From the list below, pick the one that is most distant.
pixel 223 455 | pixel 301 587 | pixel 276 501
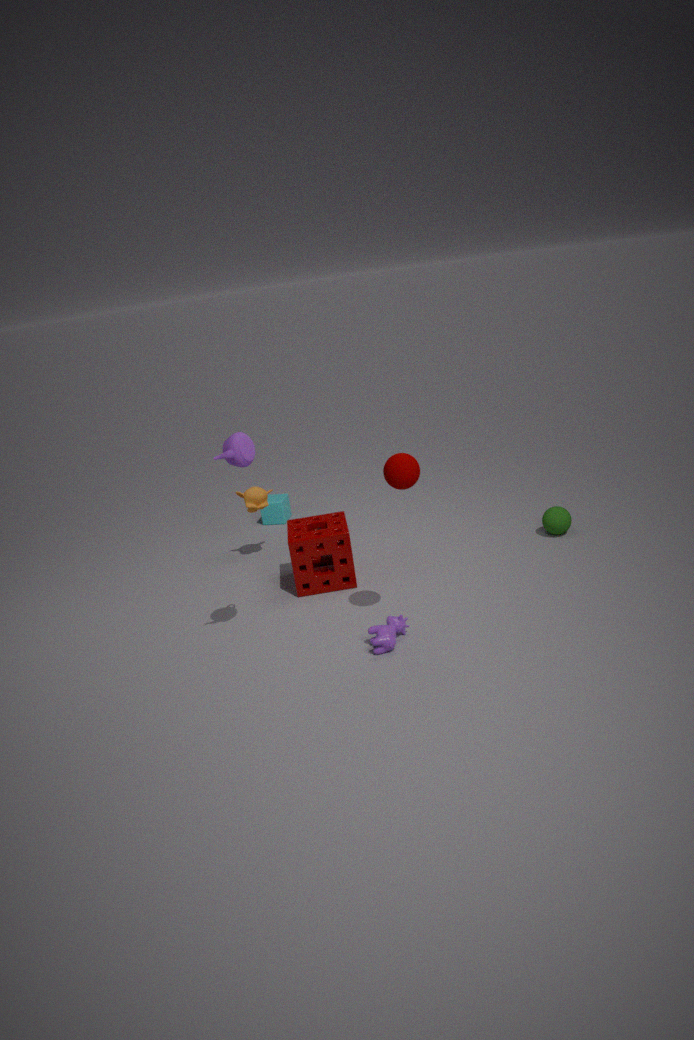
pixel 276 501
